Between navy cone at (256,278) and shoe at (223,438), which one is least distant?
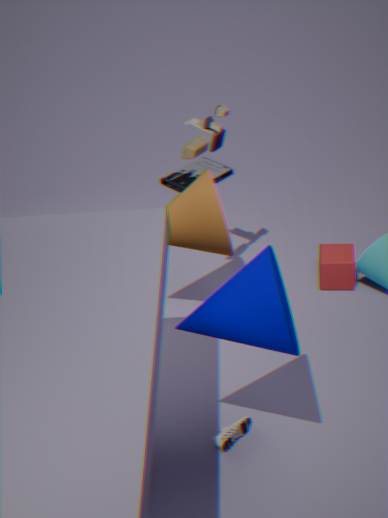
navy cone at (256,278)
